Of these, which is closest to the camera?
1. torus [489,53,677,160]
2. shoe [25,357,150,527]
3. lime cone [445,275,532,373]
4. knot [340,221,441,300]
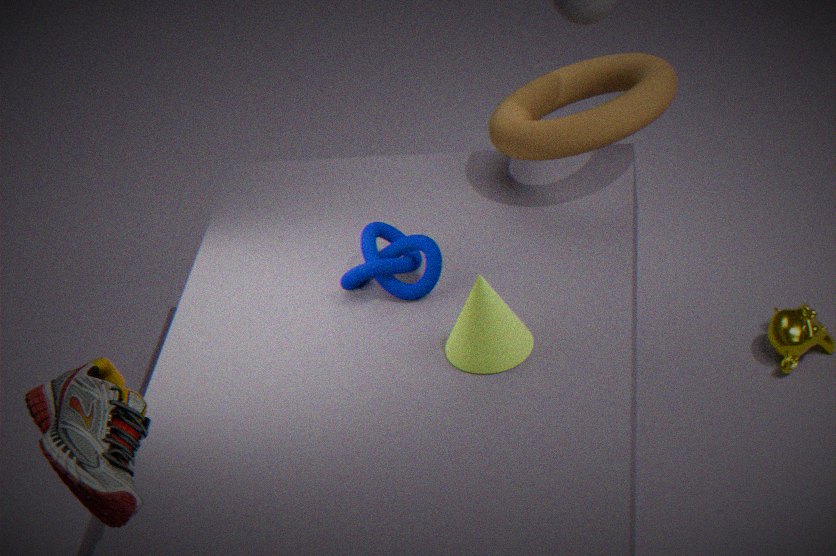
shoe [25,357,150,527]
